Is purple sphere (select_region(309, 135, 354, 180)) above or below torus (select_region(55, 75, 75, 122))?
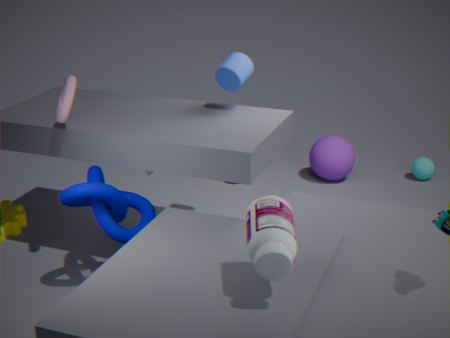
below
